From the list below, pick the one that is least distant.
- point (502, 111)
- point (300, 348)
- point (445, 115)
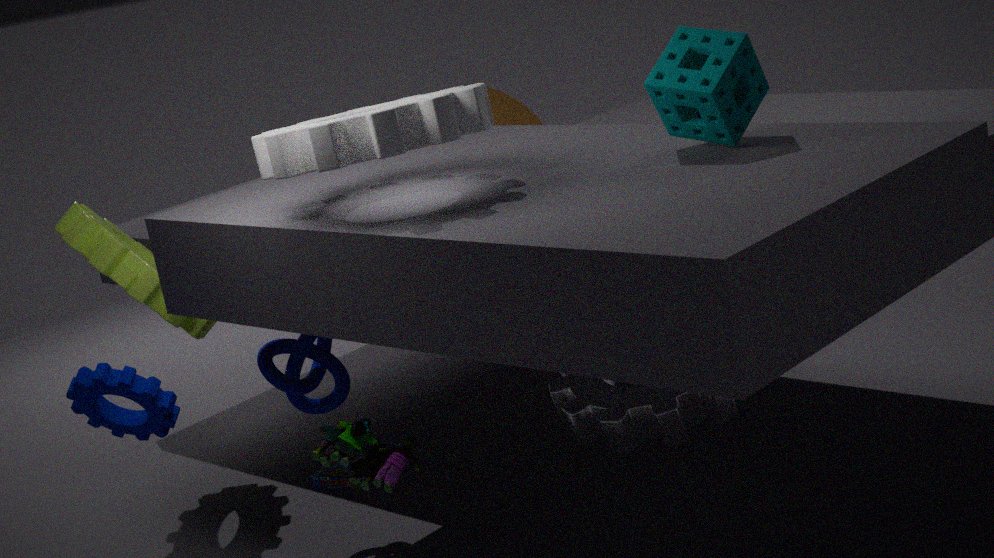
point (445, 115)
